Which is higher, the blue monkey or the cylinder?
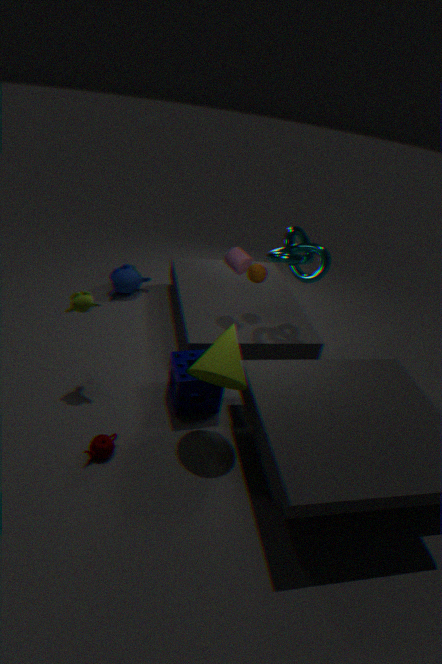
the cylinder
